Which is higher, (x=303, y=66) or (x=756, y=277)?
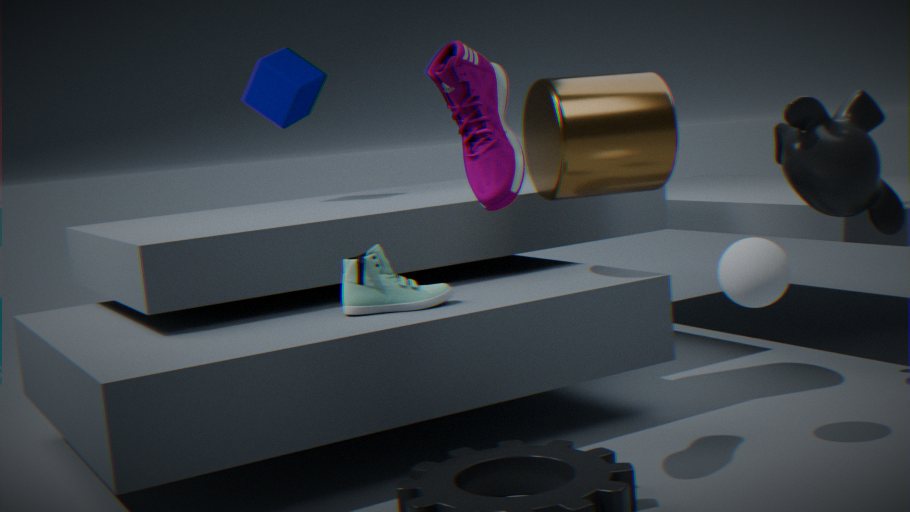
(x=303, y=66)
